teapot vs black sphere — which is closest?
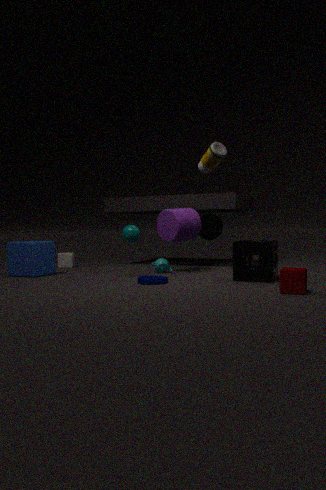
teapot
